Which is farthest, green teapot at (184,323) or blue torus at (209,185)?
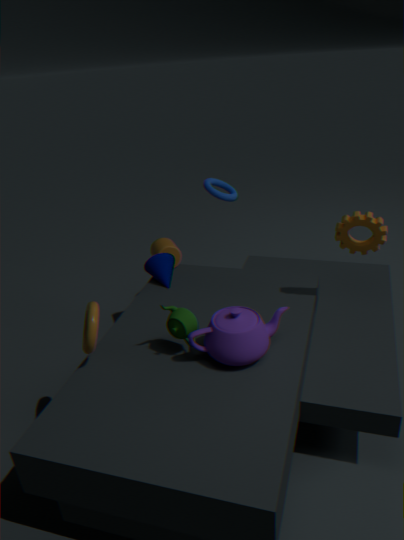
blue torus at (209,185)
